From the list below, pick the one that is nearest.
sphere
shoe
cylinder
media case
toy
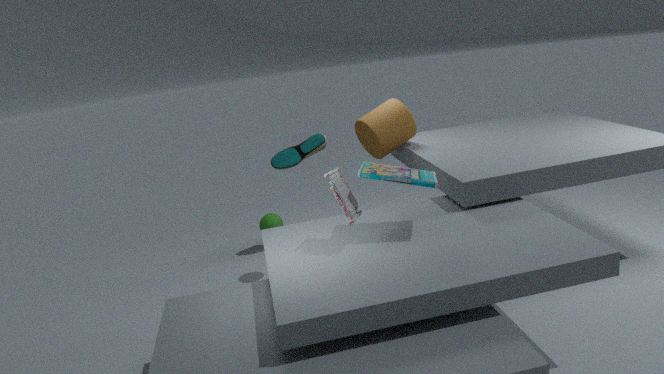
toy
